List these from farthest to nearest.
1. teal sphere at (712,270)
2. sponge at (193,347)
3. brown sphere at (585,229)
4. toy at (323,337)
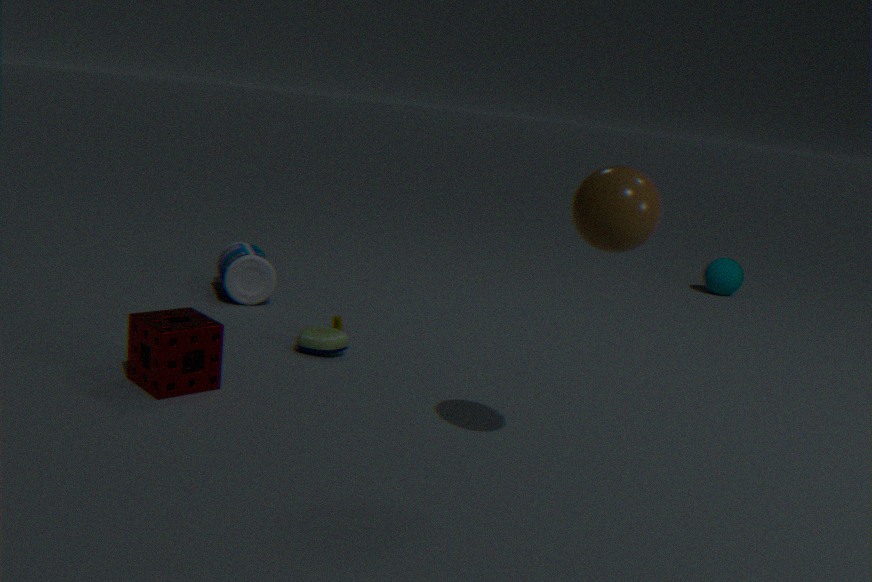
1. teal sphere at (712,270)
2. toy at (323,337)
3. sponge at (193,347)
4. brown sphere at (585,229)
